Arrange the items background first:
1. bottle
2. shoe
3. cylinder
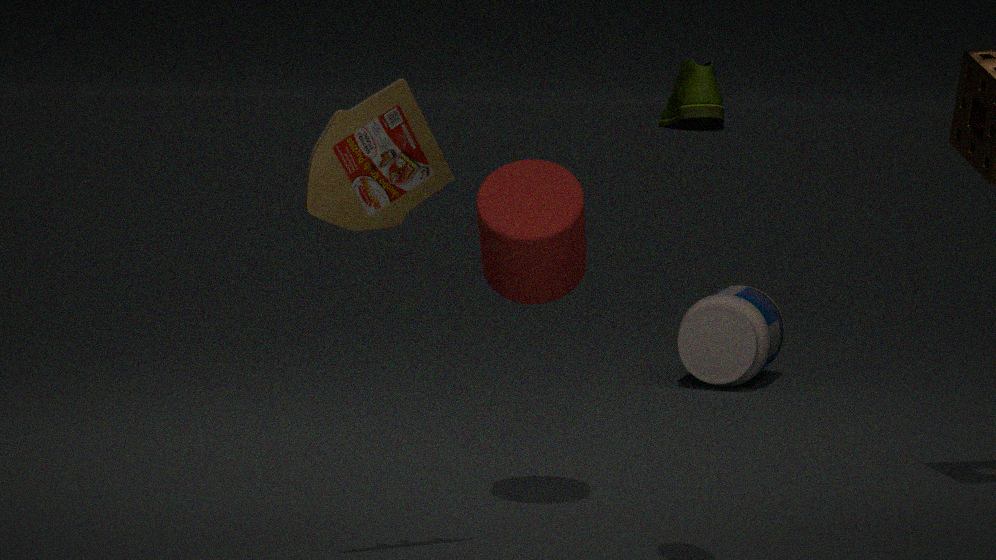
1. bottle
2. cylinder
3. shoe
